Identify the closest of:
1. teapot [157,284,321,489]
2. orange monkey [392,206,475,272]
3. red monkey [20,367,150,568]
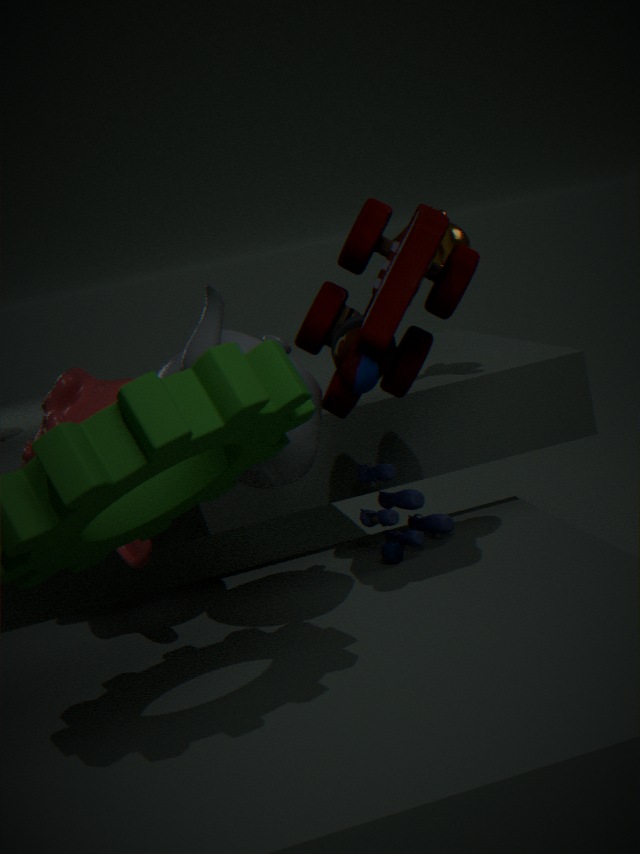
teapot [157,284,321,489]
